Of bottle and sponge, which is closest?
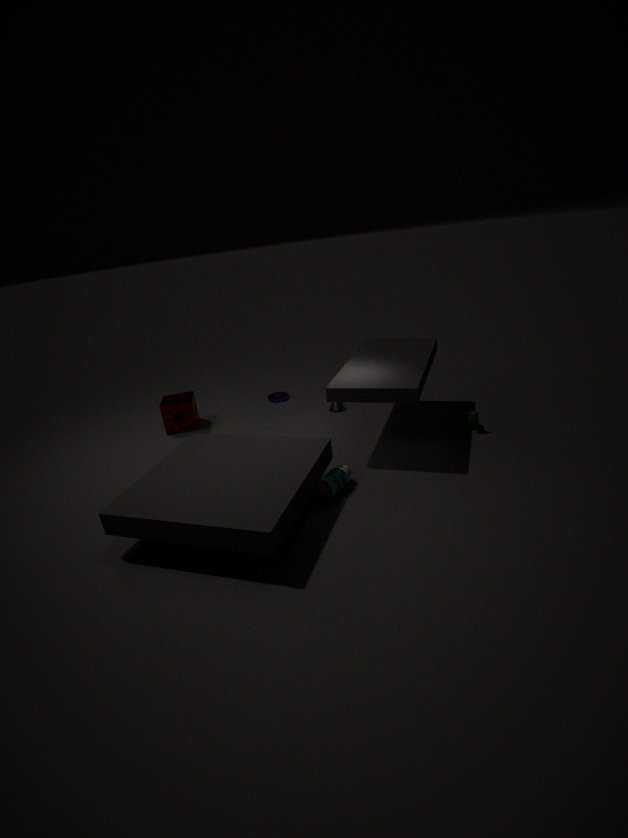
bottle
